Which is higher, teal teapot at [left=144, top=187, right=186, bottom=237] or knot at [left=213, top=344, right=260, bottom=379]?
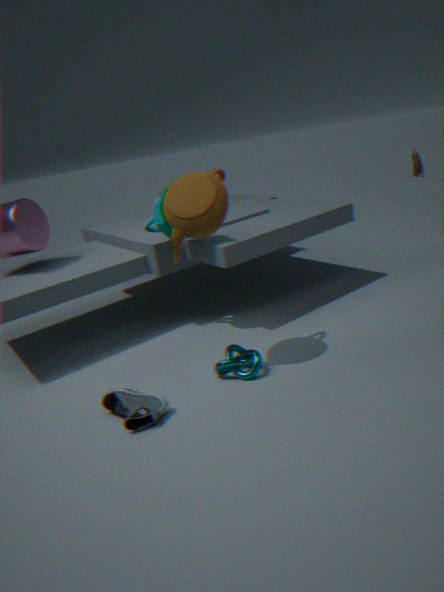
teal teapot at [left=144, top=187, right=186, bottom=237]
